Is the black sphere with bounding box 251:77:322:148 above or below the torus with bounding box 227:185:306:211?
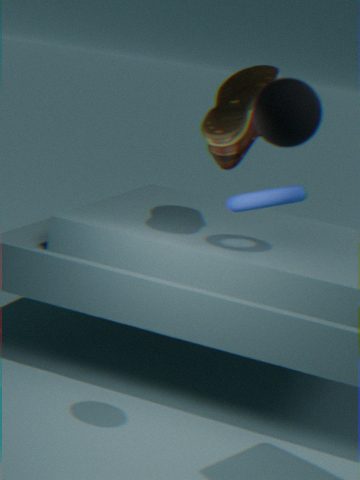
above
